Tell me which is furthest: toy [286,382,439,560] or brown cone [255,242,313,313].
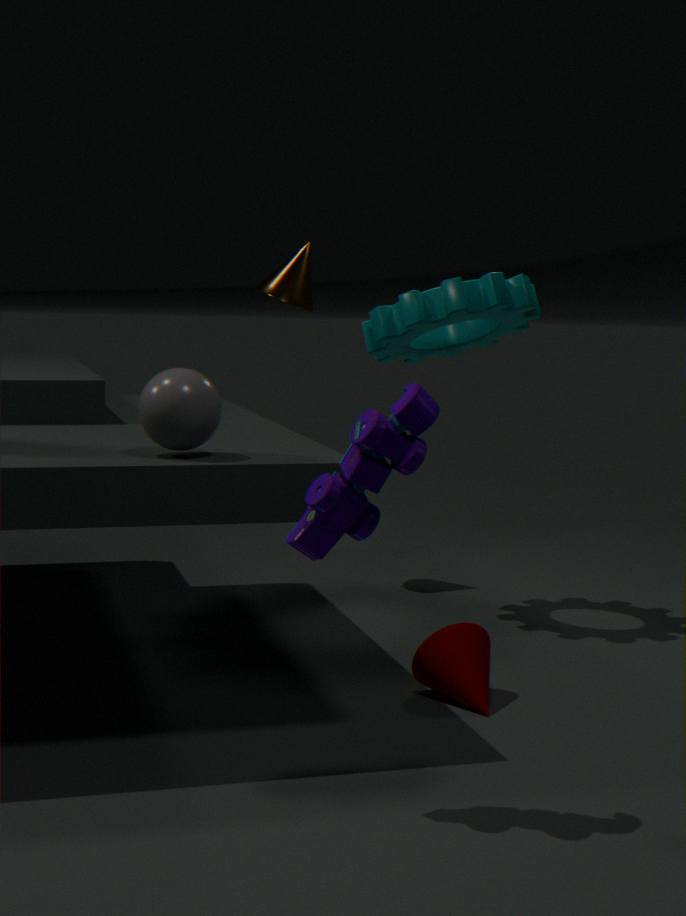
brown cone [255,242,313,313]
